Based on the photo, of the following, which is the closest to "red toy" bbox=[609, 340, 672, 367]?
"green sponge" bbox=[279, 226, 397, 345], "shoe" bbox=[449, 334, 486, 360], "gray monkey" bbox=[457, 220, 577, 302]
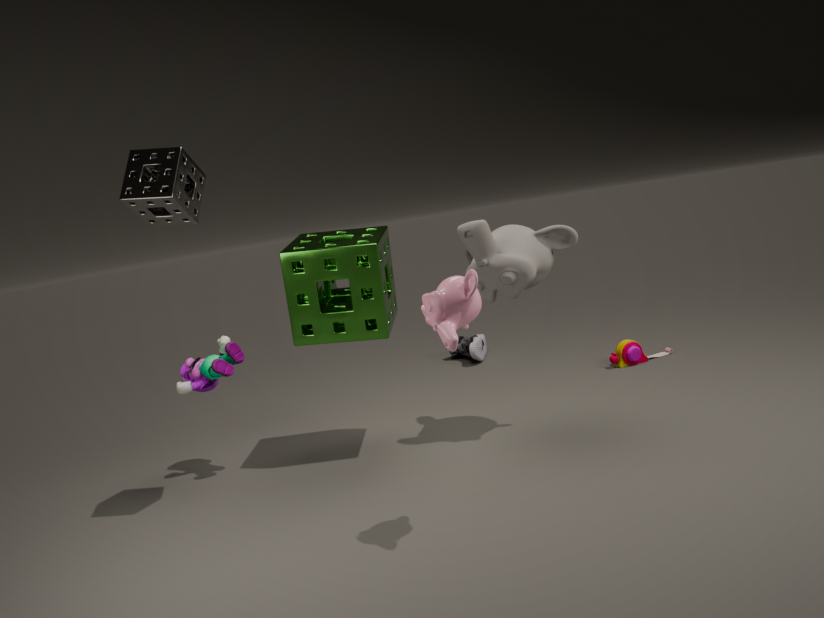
"shoe" bbox=[449, 334, 486, 360]
